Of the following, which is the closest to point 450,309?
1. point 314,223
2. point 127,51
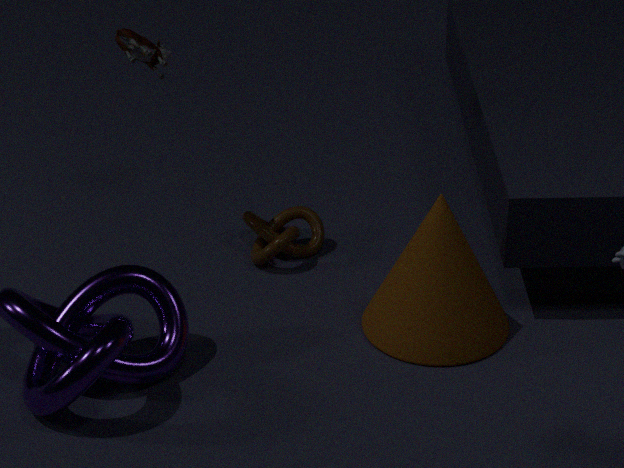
point 314,223
